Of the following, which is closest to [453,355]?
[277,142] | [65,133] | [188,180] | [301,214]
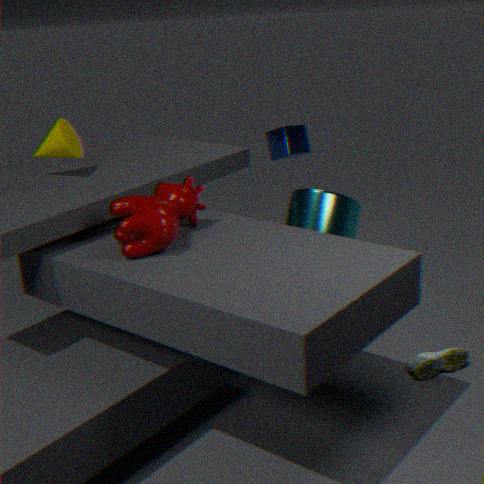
[301,214]
